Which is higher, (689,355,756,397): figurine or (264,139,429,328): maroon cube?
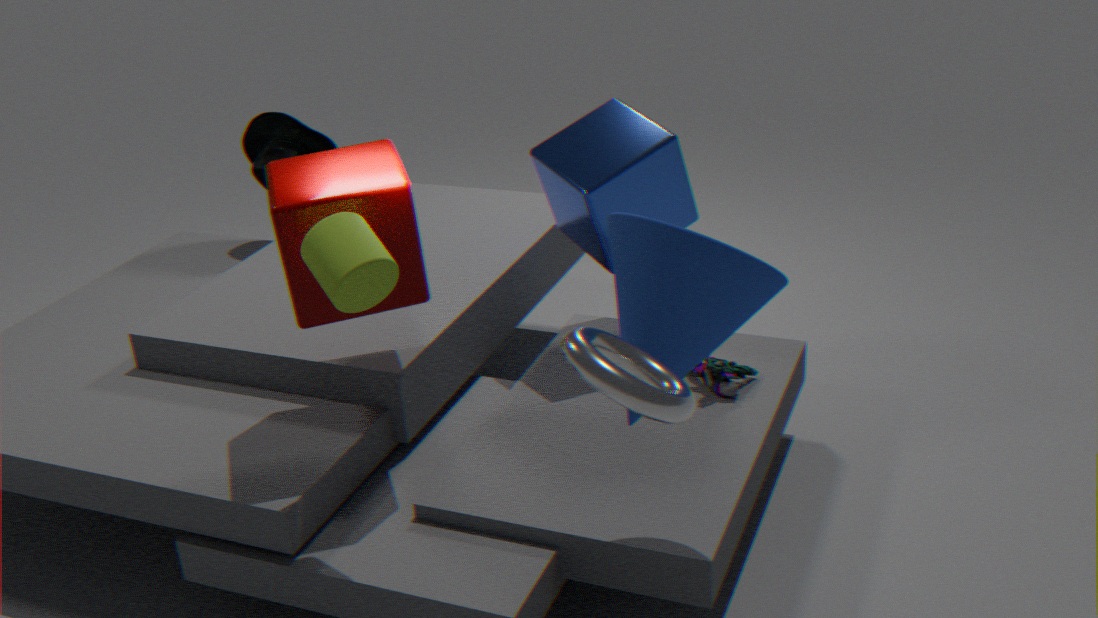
(264,139,429,328): maroon cube
